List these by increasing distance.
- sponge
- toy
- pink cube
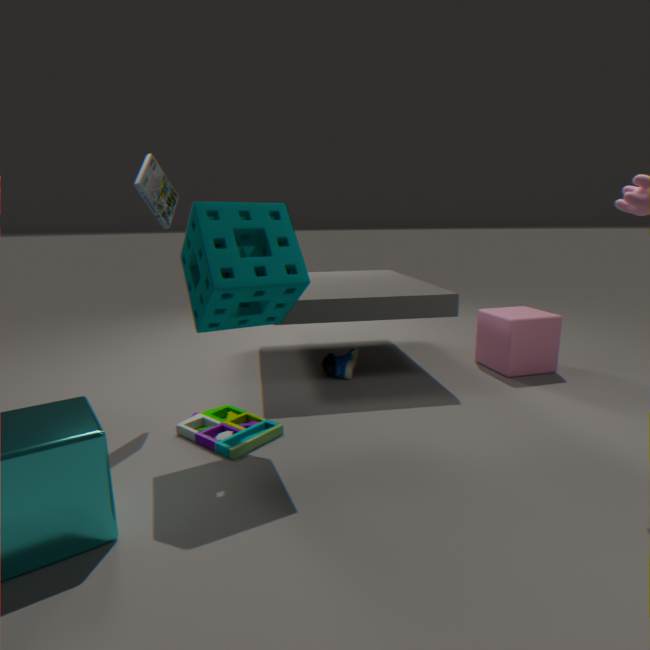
sponge, toy, pink cube
